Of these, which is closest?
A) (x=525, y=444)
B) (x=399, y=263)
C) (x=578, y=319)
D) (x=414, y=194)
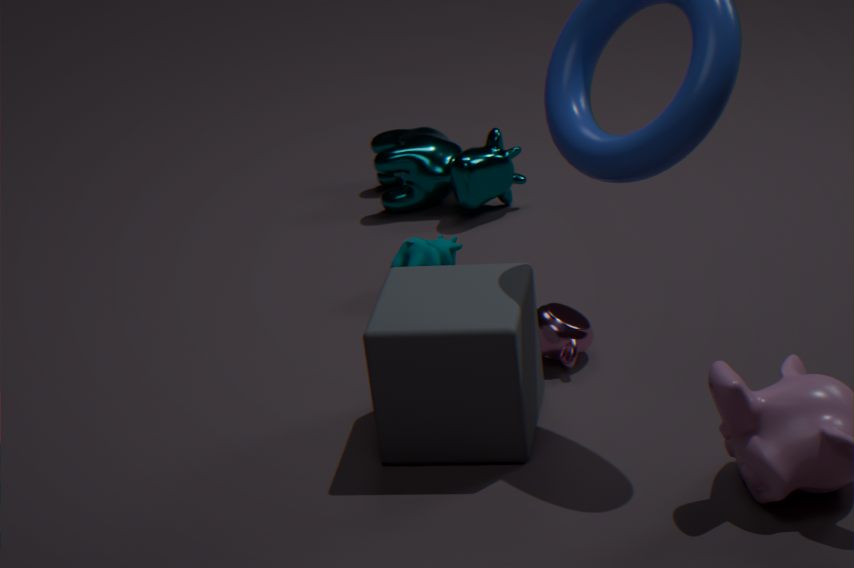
(x=525, y=444)
